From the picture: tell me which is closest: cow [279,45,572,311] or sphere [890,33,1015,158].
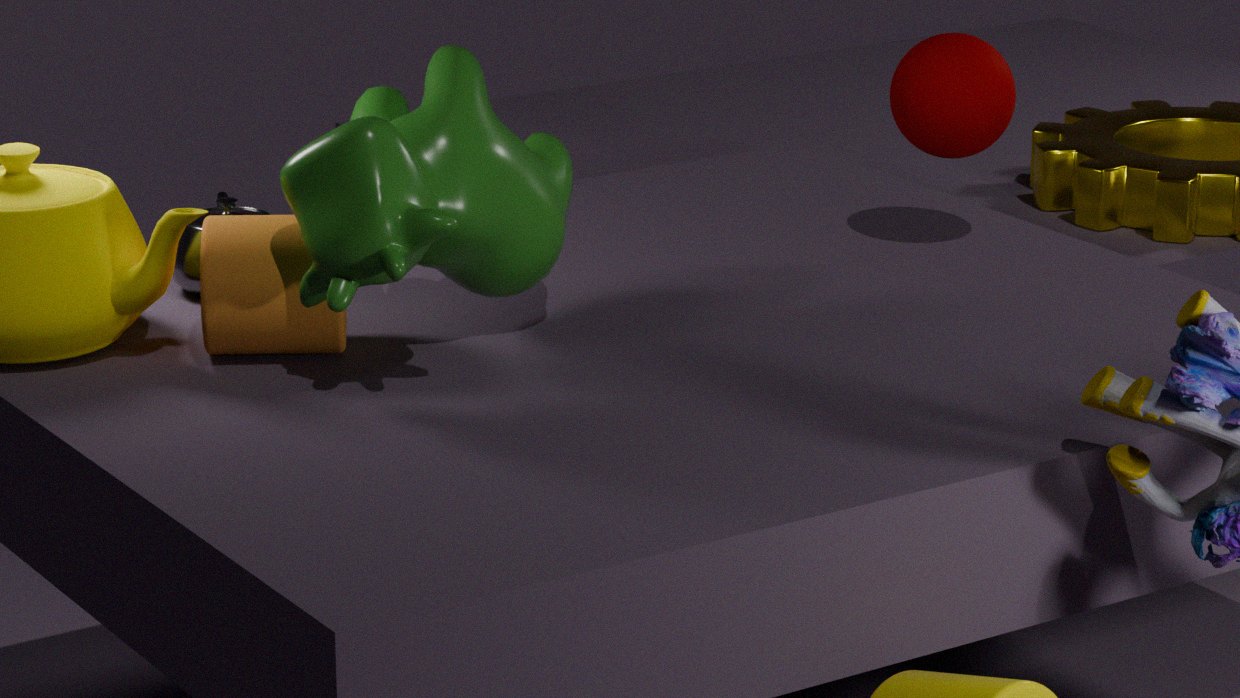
cow [279,45,572,311]
